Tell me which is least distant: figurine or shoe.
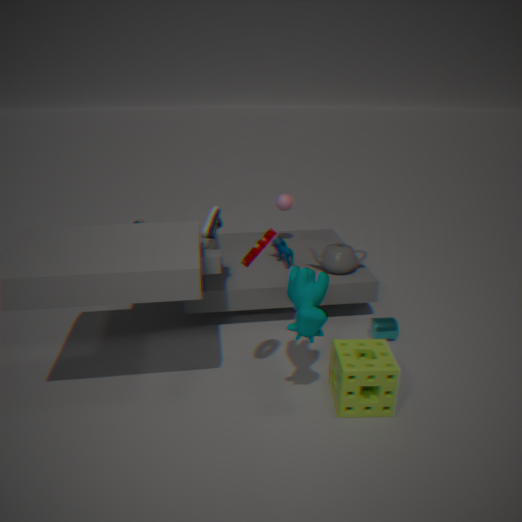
shoe
